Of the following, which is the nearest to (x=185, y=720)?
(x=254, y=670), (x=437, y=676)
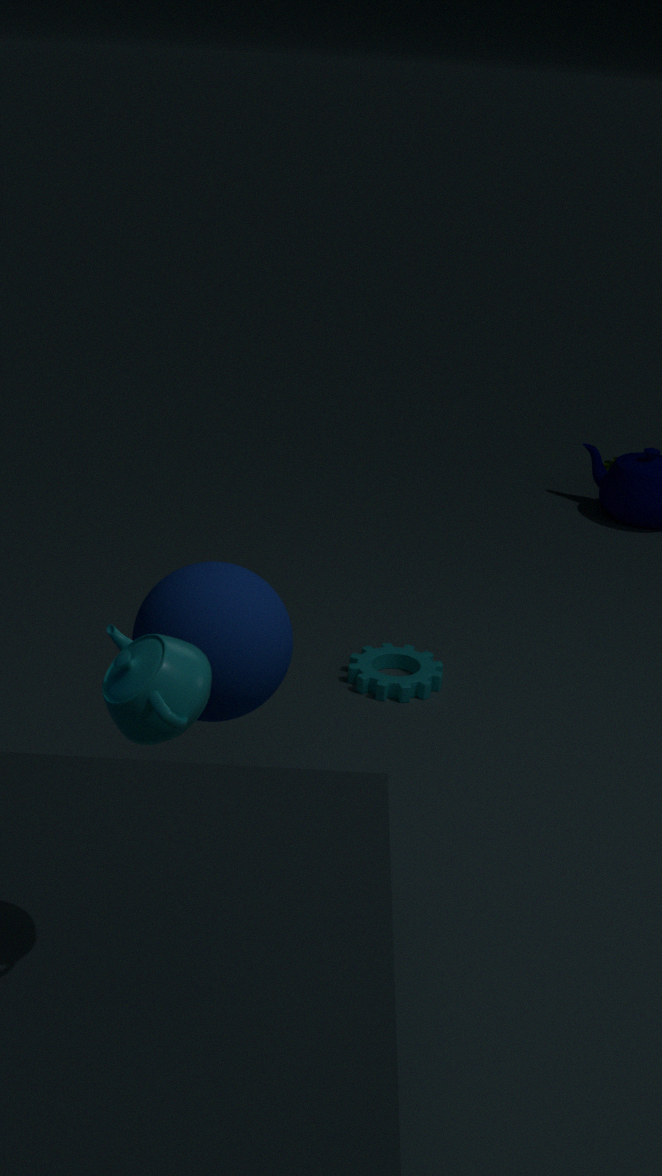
(x=254, y=670)
